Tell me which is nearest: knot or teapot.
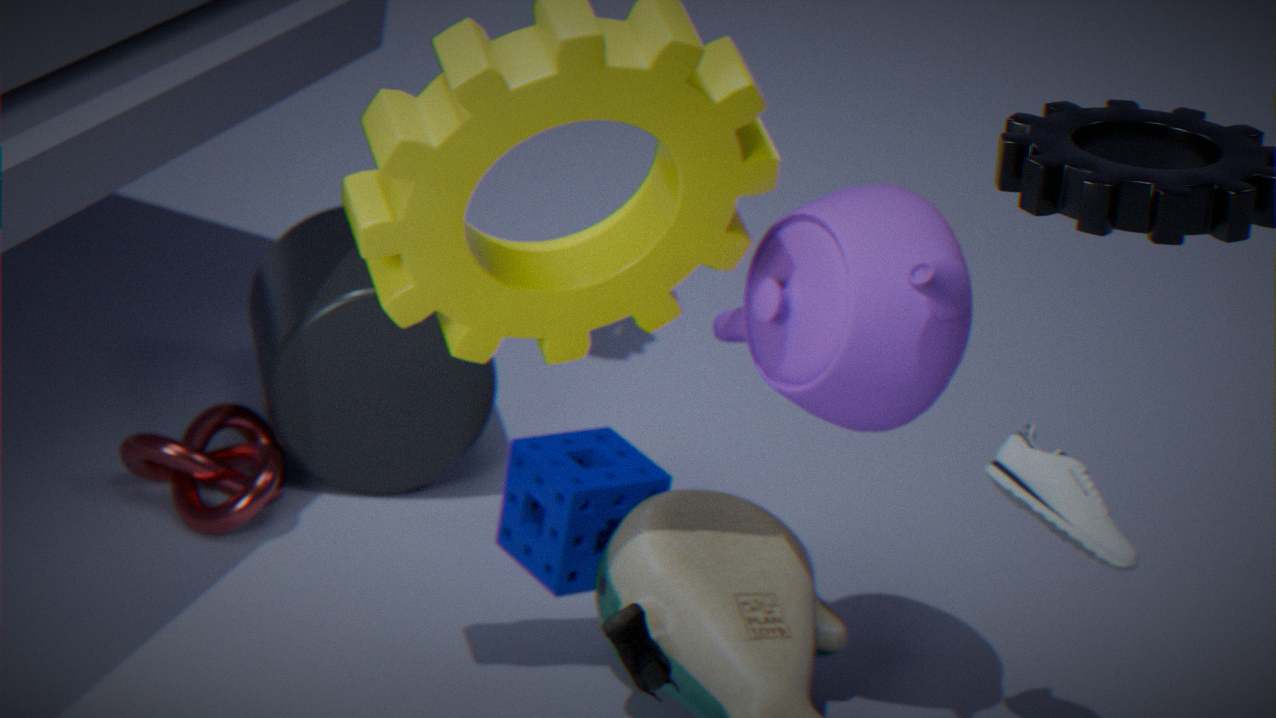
teapot
